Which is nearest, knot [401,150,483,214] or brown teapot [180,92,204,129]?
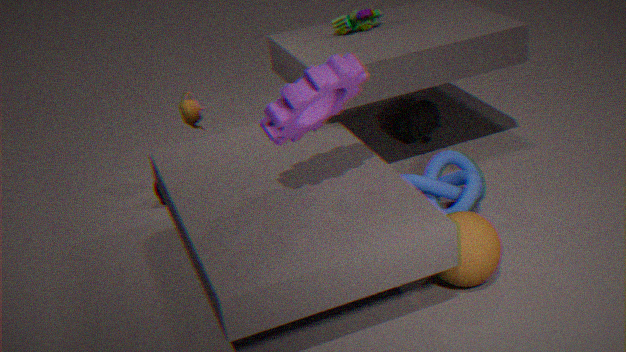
knot [401,150,483,214]
